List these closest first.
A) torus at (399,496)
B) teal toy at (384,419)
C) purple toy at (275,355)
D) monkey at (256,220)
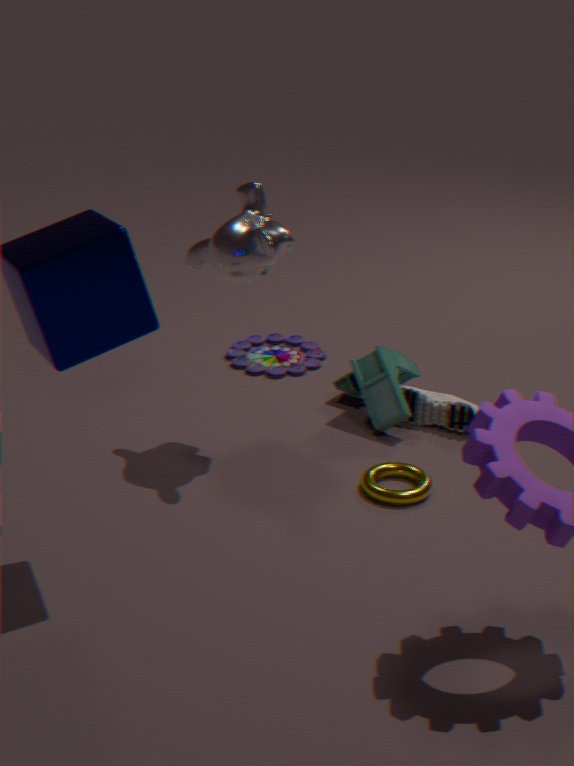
torus at (399,496) < monkey at (256,220) < teal toy at (384,419) < purple toy at (275,355)
